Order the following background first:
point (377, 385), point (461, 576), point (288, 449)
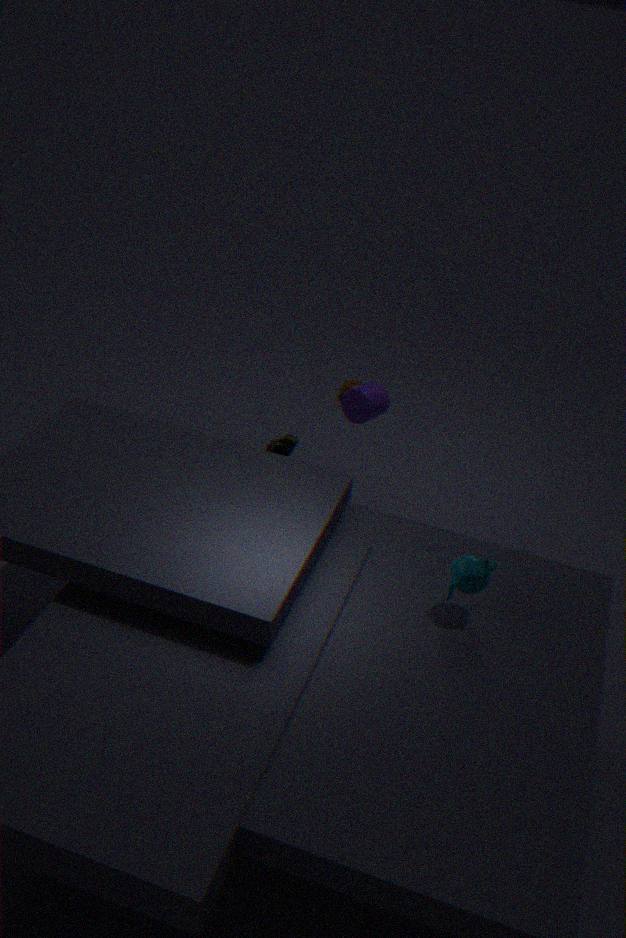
point (288, 449) → point (377, 385) → point (461, 576)
